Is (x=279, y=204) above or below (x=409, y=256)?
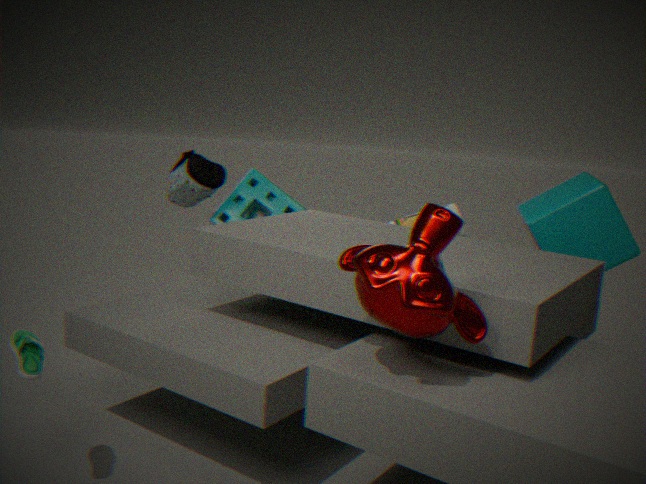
below
